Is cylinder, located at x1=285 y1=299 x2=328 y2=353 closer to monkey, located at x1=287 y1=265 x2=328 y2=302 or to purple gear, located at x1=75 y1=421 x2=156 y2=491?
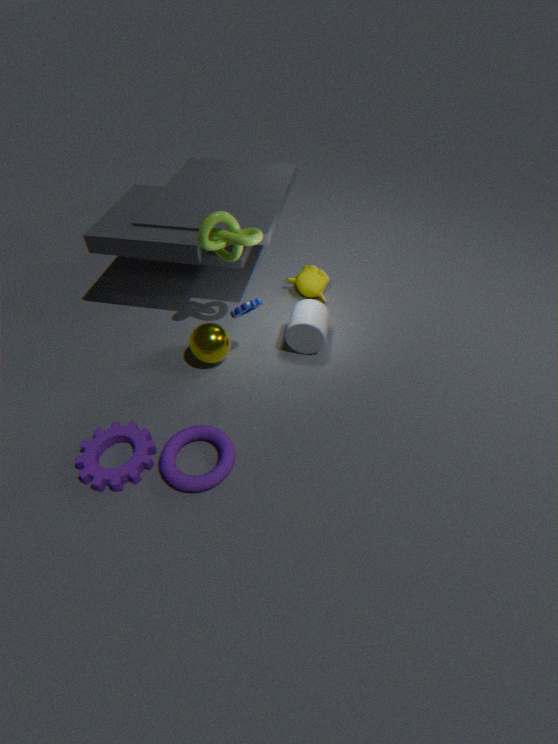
monkey, located at x1=287 y1=265 x2=328 y2=302
